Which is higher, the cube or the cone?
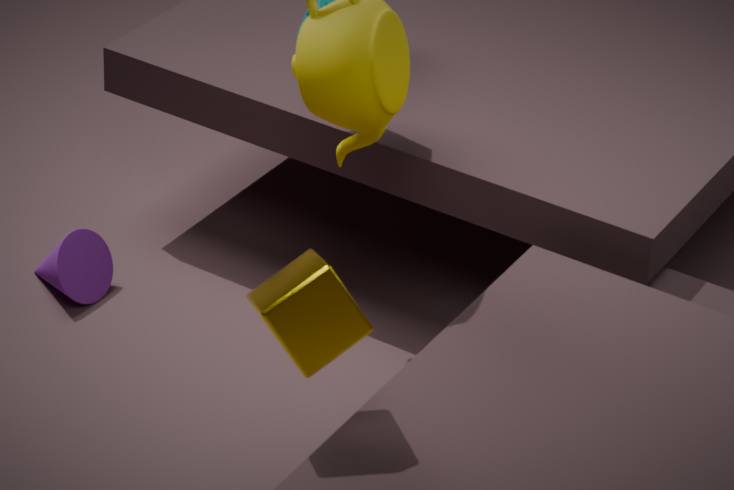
the cube
